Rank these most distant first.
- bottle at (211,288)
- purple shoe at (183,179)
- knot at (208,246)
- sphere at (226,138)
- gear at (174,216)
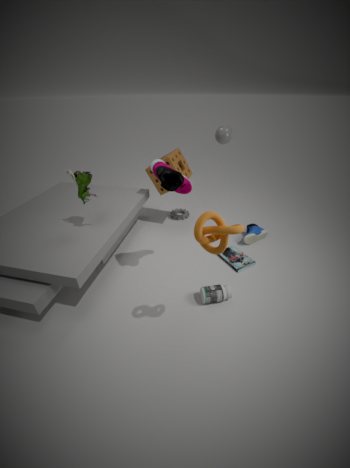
1. gear at (174,216)
2. sphere at (226,138)
3. bottle at (211,288)
4. purple shoe at (183,179)
5. knot at (208,246)
